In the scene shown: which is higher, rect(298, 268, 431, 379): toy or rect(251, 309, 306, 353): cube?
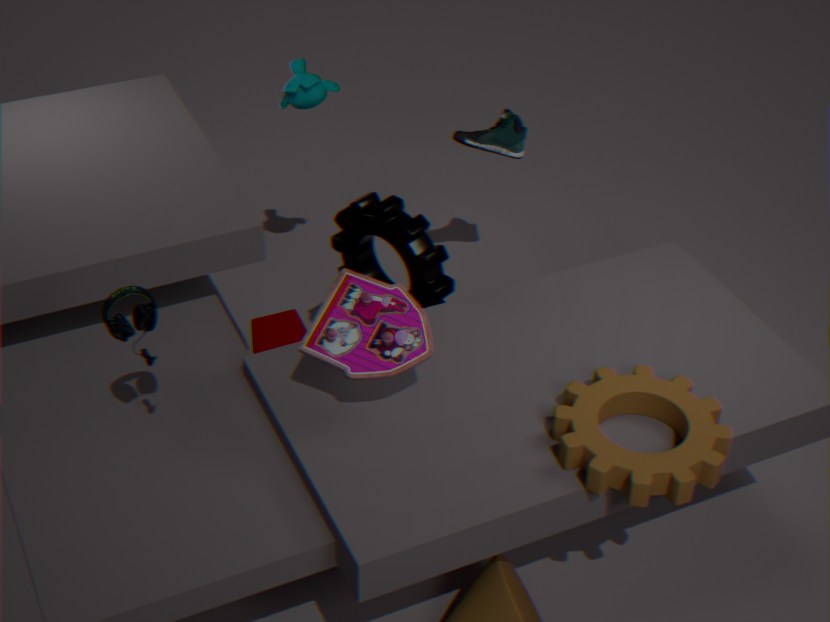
rect(298, 268, 431, 379): toy
